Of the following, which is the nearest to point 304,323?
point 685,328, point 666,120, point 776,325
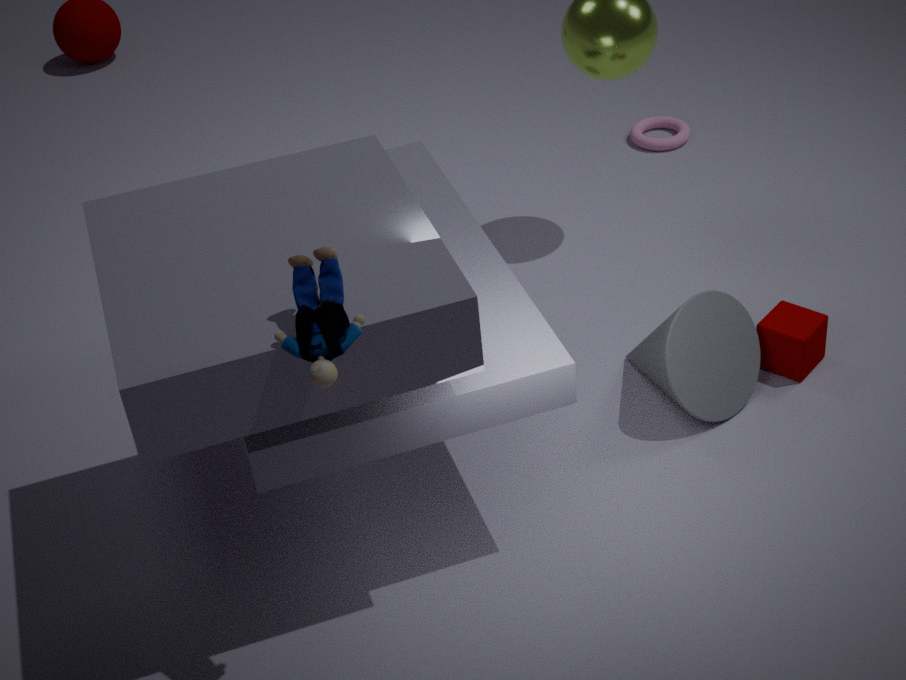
point 685,328
